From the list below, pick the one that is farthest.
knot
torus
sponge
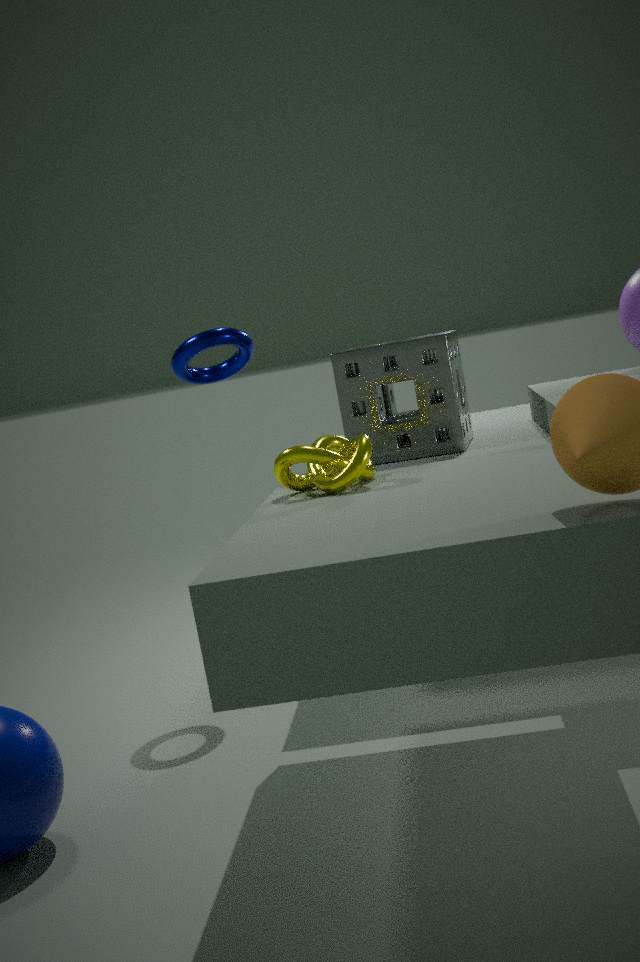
torus
